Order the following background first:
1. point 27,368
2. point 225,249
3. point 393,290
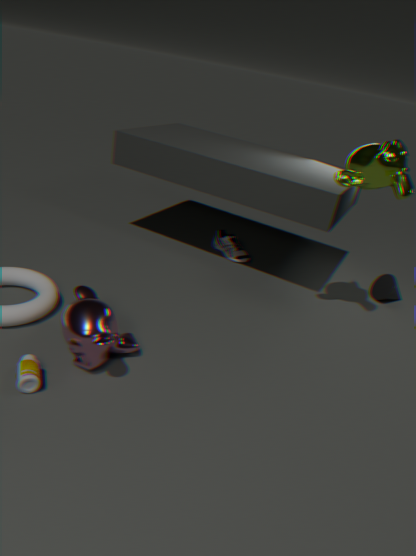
point 225,249
point 393,290
point 27,368
